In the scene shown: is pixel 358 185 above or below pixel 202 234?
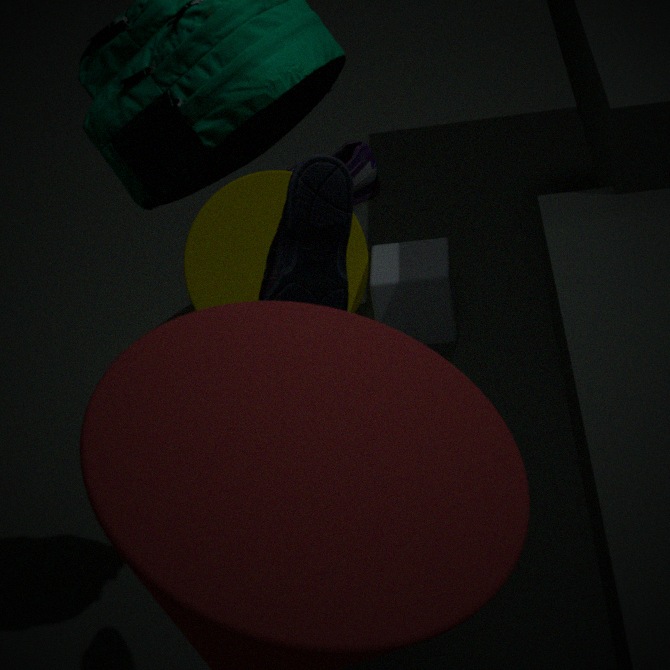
below
